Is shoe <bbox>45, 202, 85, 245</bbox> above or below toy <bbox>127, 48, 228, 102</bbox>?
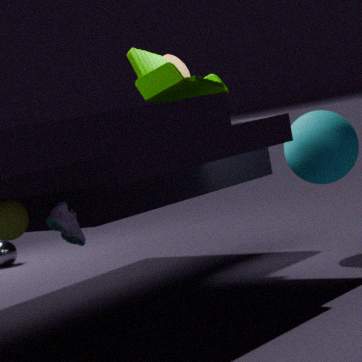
below
